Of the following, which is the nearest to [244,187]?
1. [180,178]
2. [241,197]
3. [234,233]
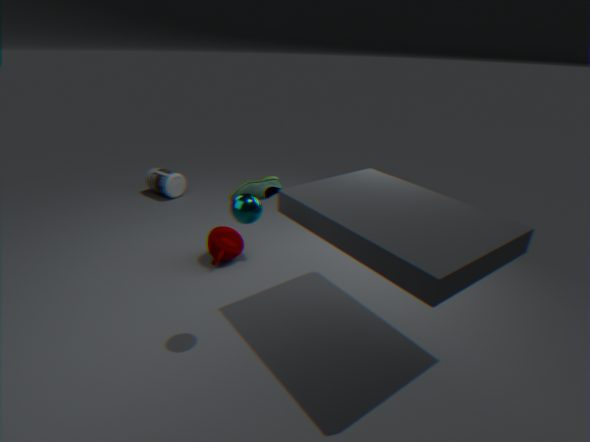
[234,233]
